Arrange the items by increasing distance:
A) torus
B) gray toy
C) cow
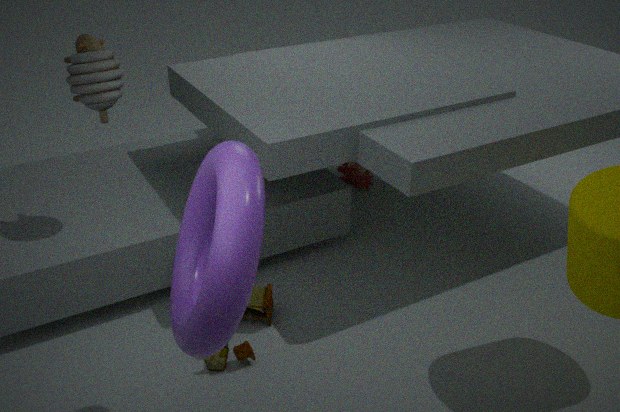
torus
gray toy
cow
